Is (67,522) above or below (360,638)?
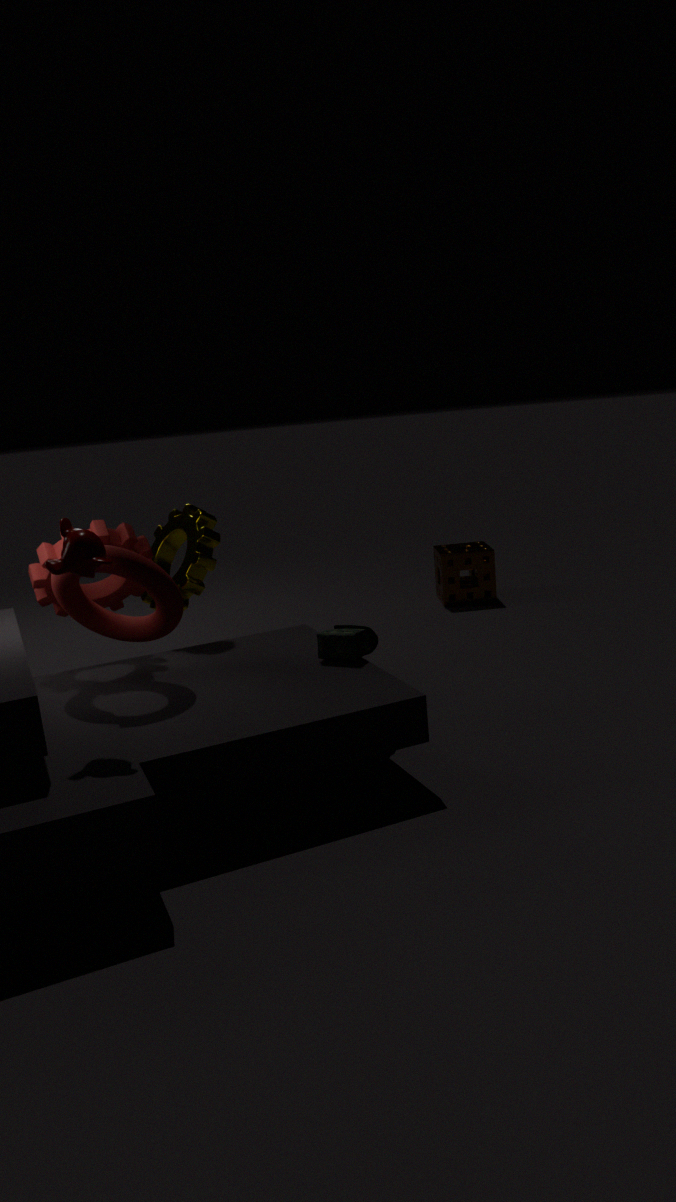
above
